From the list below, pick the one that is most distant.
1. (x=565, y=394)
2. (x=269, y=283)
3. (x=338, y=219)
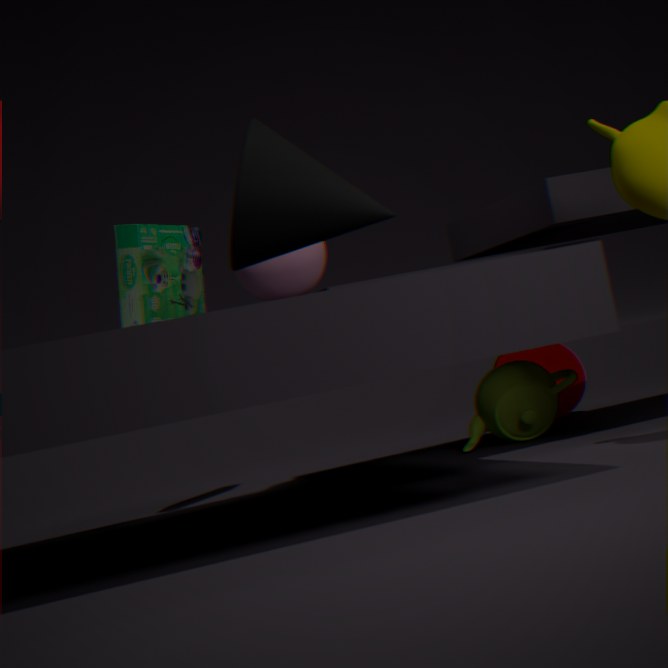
→ (x=565, y=394)
